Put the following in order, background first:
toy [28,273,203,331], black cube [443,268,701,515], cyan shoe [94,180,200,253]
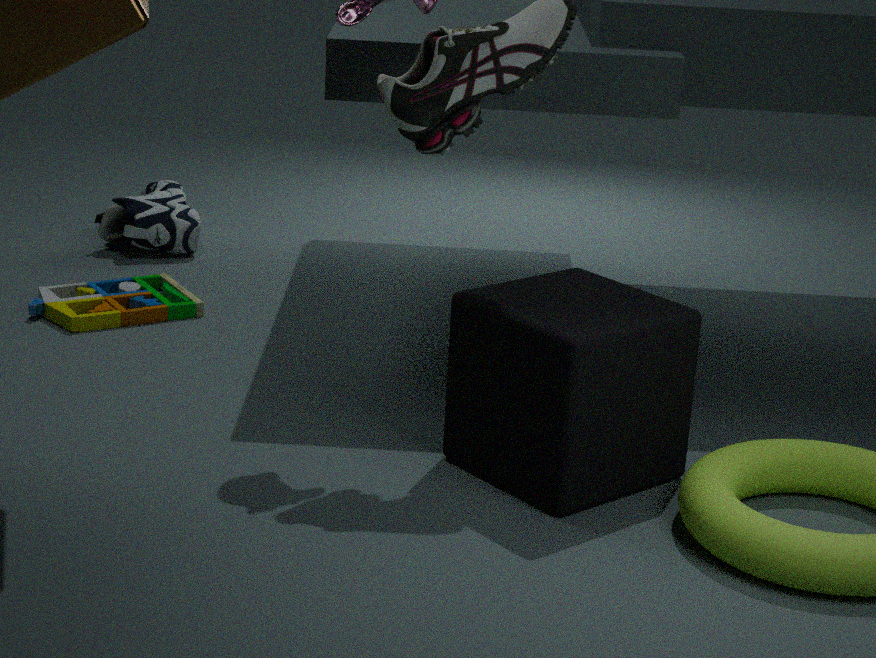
cyan shoe [94,180,200,253] → toy [28,273,203,331] → black cube [443,268,701,515]
